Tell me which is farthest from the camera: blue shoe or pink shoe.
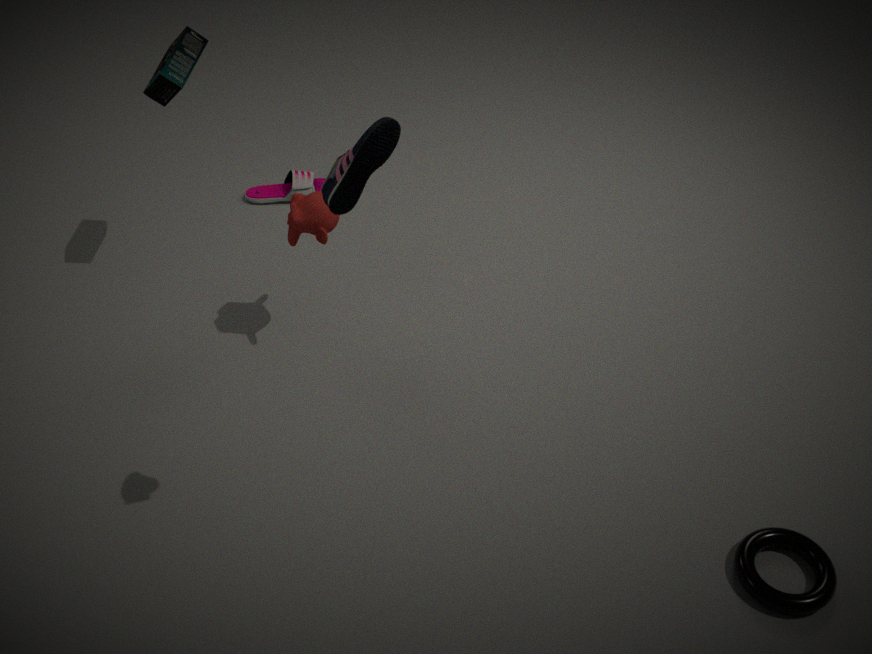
pink shoe
